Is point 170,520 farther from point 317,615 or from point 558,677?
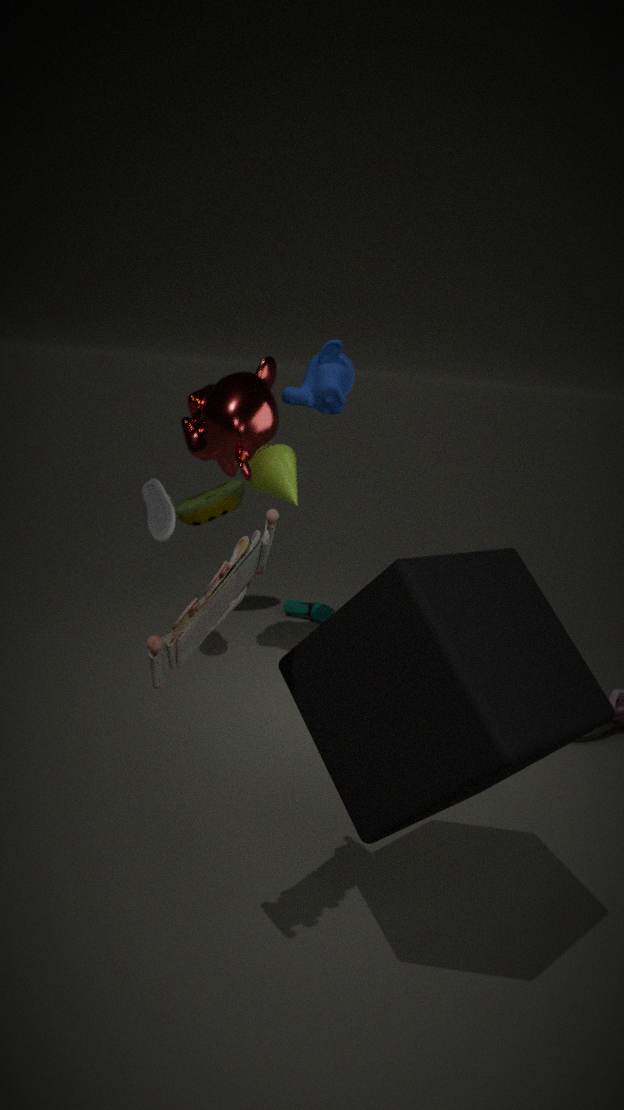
point 558,677
